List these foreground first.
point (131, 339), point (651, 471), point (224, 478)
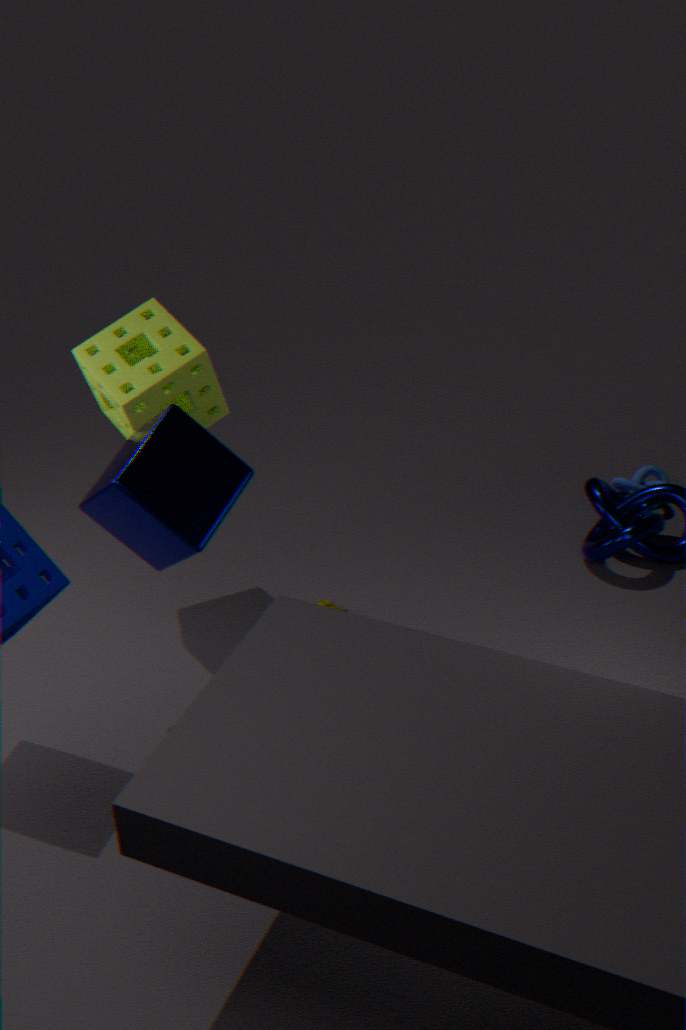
point (224, 478) < point (131, 339) < point (651, 471)
